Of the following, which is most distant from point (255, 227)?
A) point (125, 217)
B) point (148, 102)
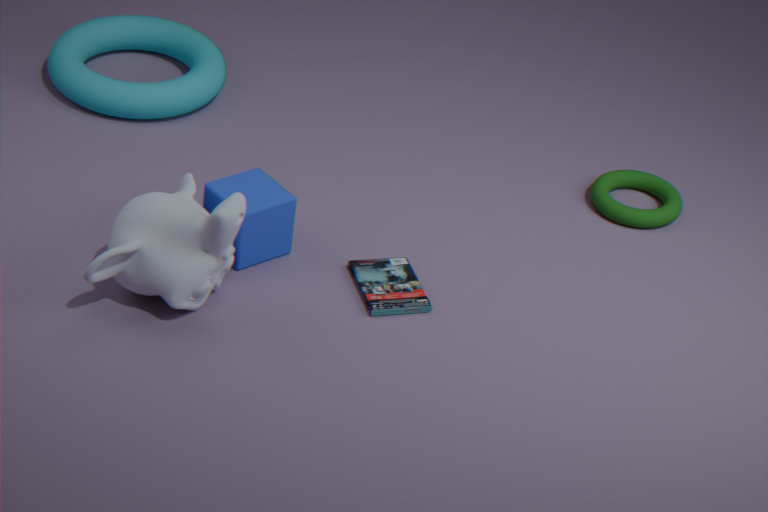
point (148, 102)
